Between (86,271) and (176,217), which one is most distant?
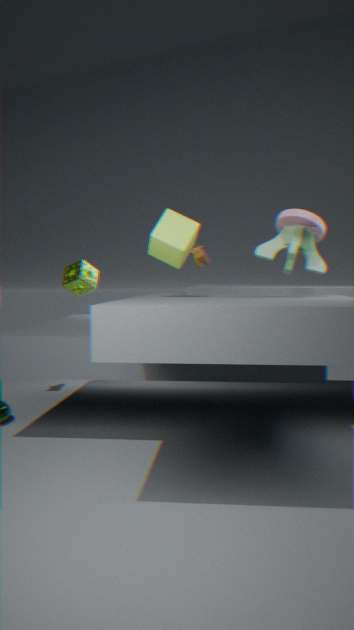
(86,271)
